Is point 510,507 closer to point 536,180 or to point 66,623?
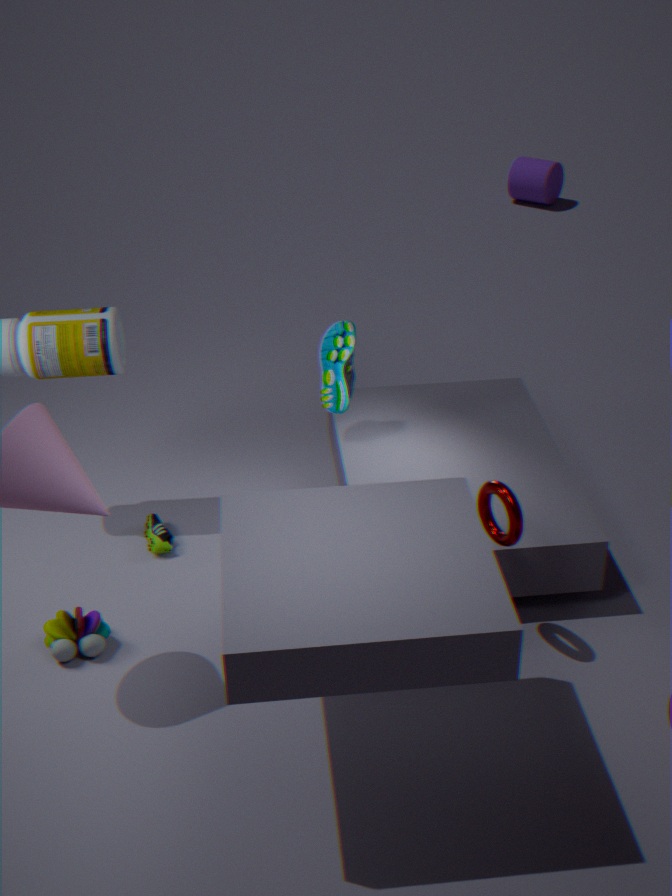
point 66,623
